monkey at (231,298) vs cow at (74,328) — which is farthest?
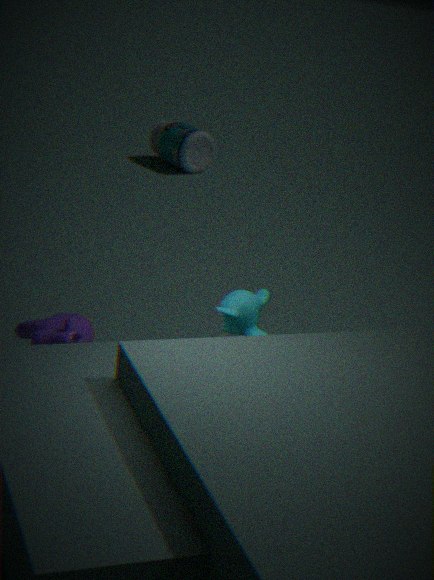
cow at (74,328)
